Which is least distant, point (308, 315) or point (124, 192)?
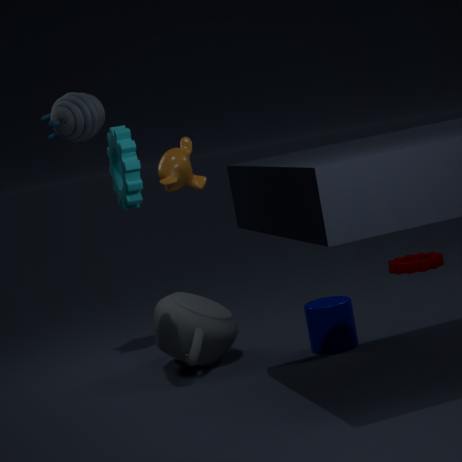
point (124, 192)
